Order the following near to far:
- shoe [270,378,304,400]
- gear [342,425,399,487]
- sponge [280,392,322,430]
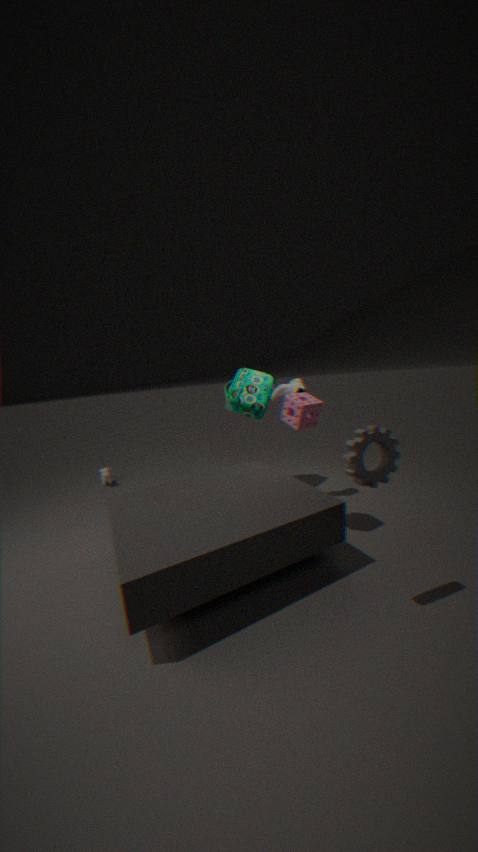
1. gear [342,425,399,487]
2. sponge [280,392,322,430]
3. shoe [270,378,304,400]
